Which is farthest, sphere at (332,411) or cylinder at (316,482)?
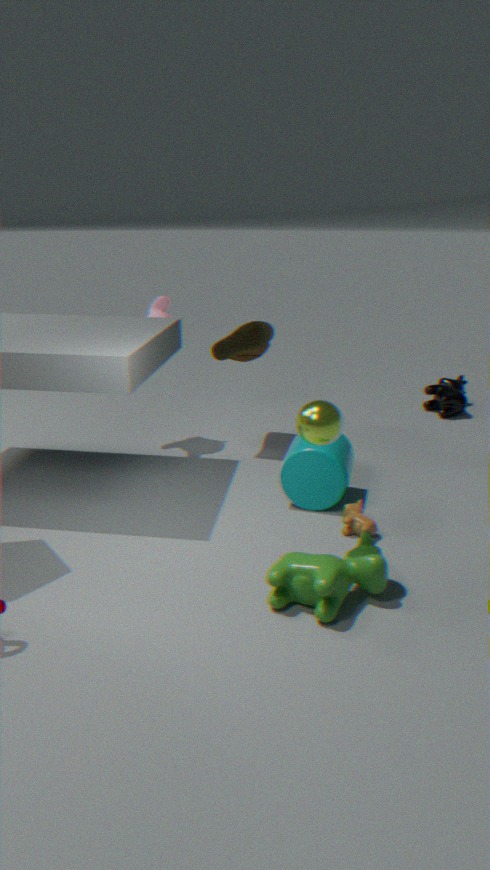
cylinder at (316,482)
